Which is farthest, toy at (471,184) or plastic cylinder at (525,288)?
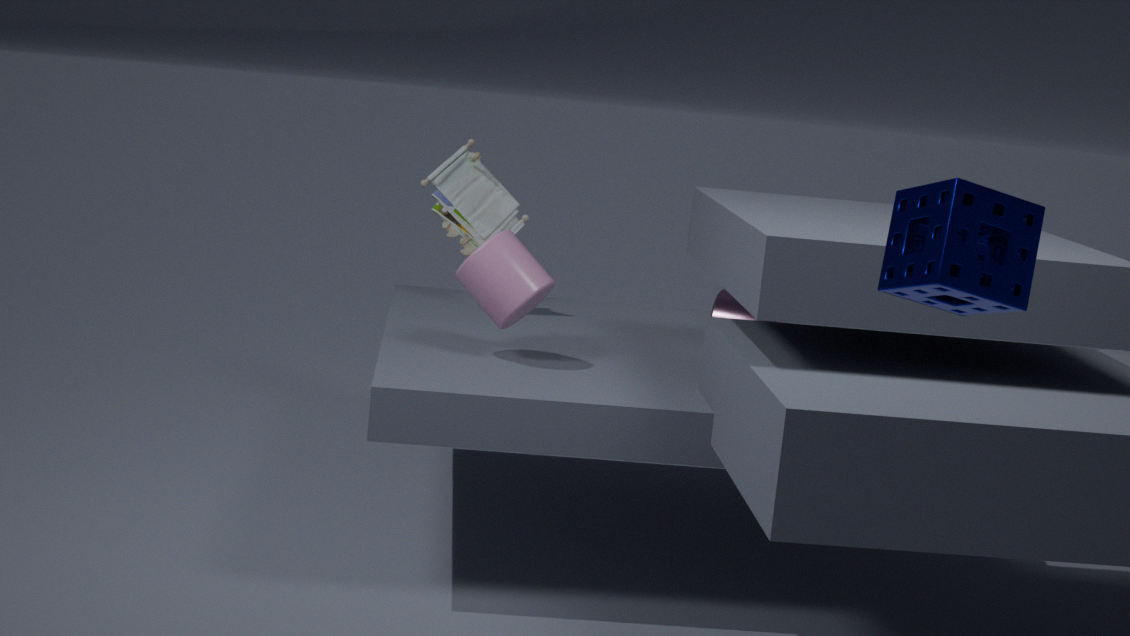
toy at (471,184)
